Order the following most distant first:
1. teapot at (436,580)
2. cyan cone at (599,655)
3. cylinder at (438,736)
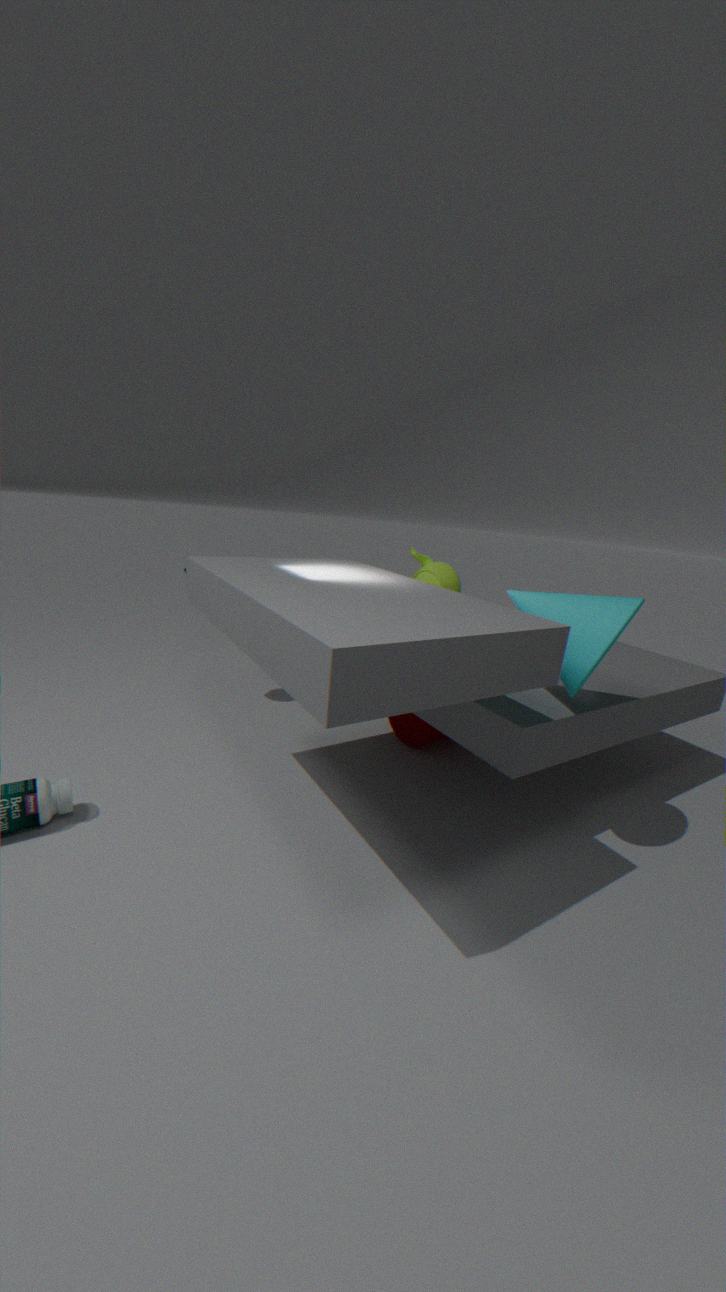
teapot at (436,580) → cylinder at (438,736) → cyan cone at (599,655)
